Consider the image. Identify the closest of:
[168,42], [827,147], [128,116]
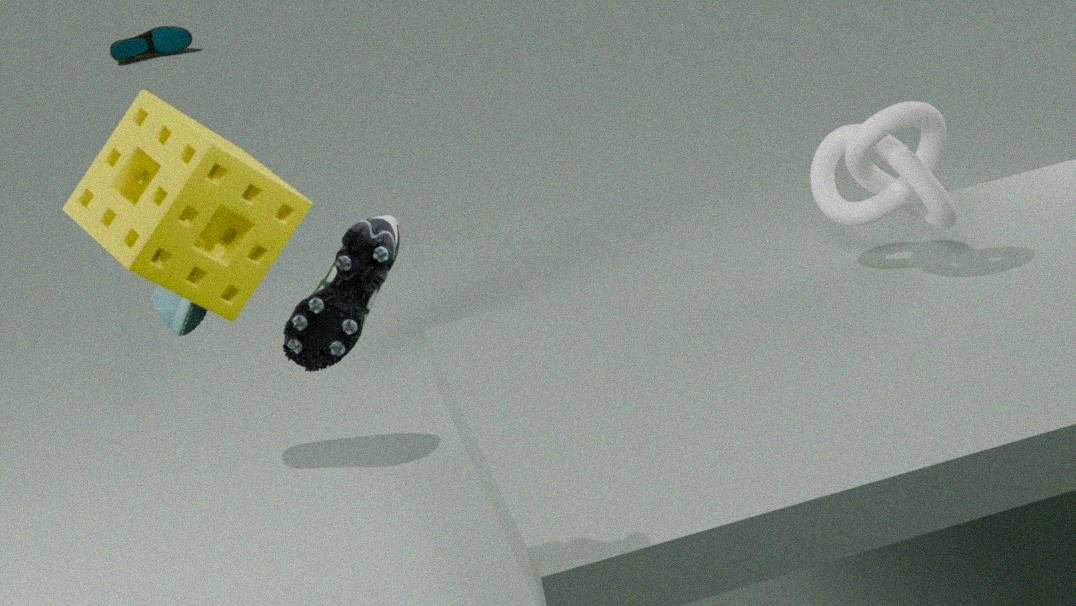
[128,116]
